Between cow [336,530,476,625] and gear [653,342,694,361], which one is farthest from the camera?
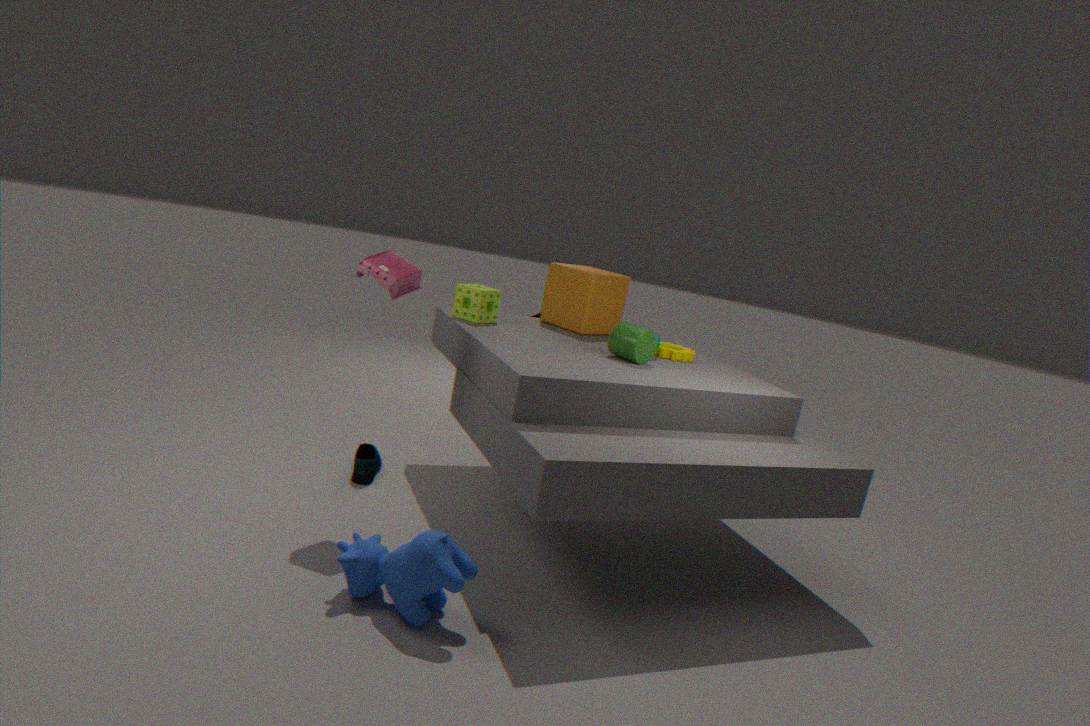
gear [653,342,694,361]
